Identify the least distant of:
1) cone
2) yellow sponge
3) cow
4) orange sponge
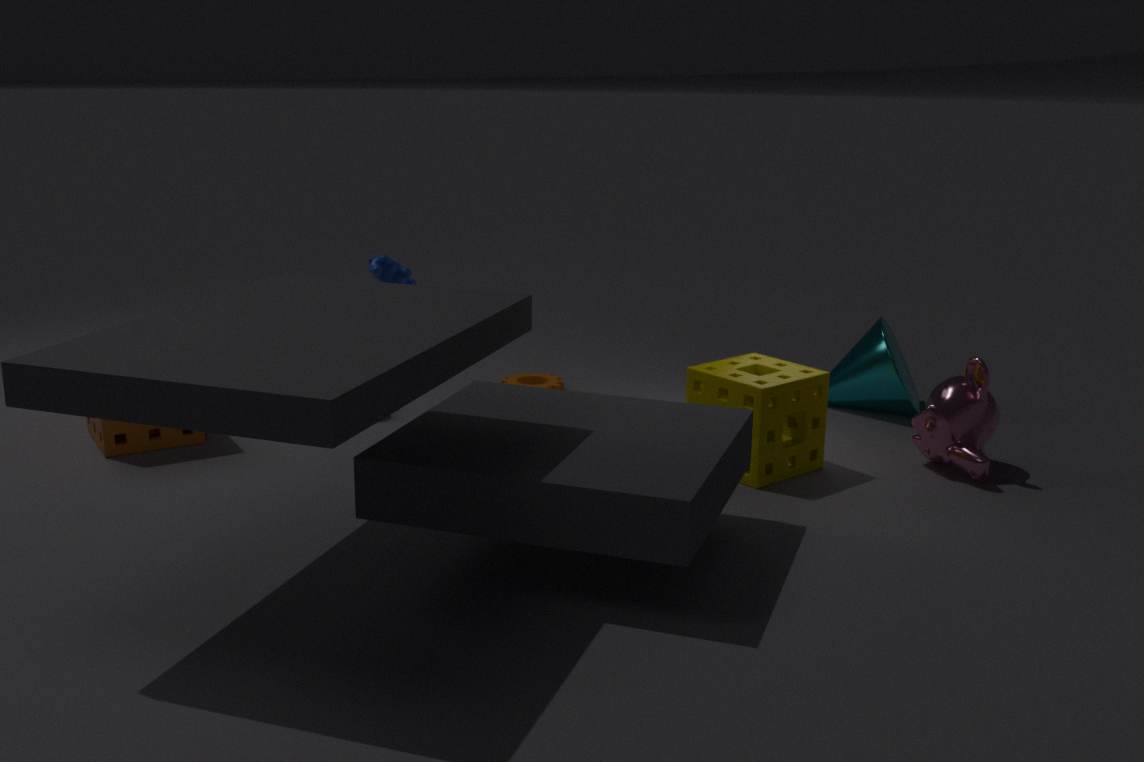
2. yellow sponge
